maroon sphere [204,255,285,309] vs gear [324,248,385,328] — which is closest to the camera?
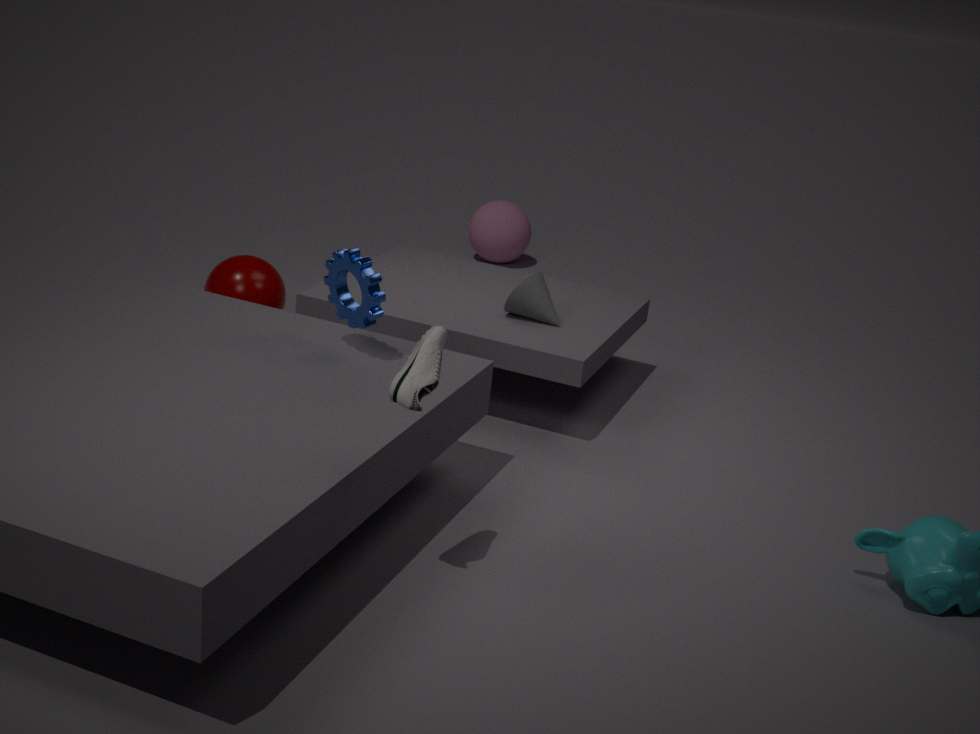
gear [324,248,385,328]
